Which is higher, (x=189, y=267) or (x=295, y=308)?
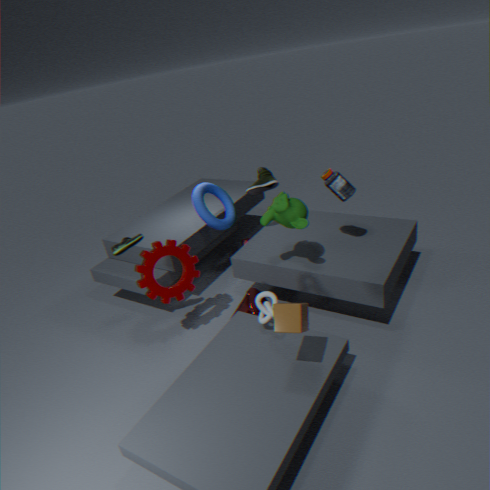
(x=295, y=308)
